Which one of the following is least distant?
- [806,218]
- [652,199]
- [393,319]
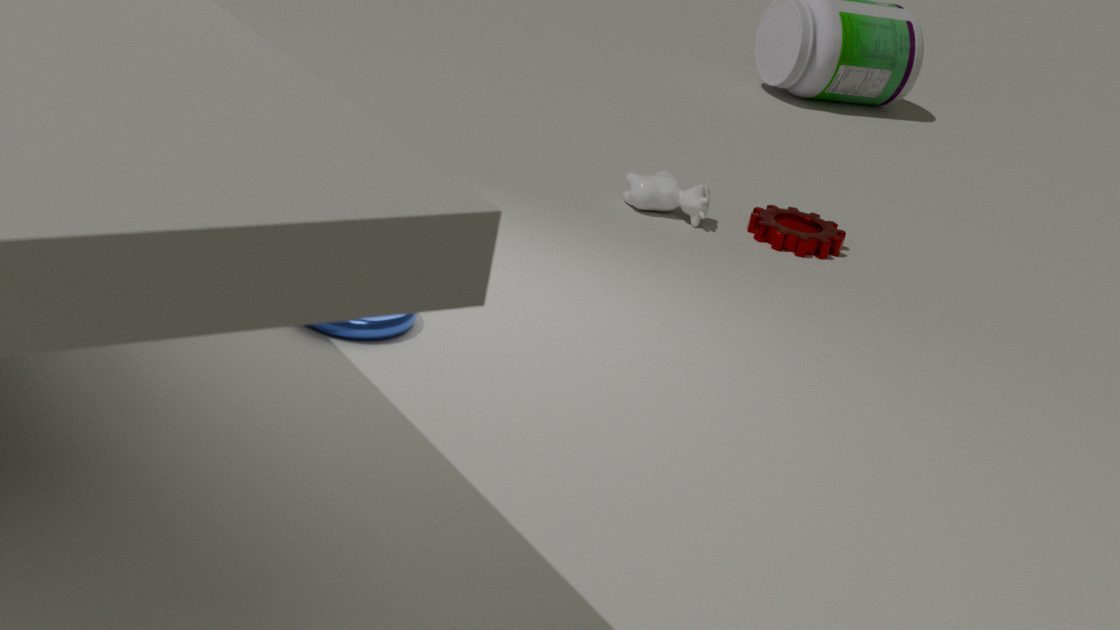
[393,319]
